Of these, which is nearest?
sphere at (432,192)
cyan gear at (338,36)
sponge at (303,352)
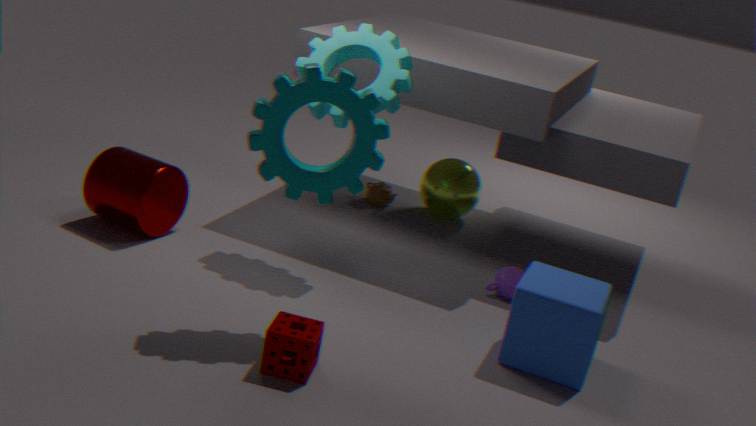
sponge at (303,352)
